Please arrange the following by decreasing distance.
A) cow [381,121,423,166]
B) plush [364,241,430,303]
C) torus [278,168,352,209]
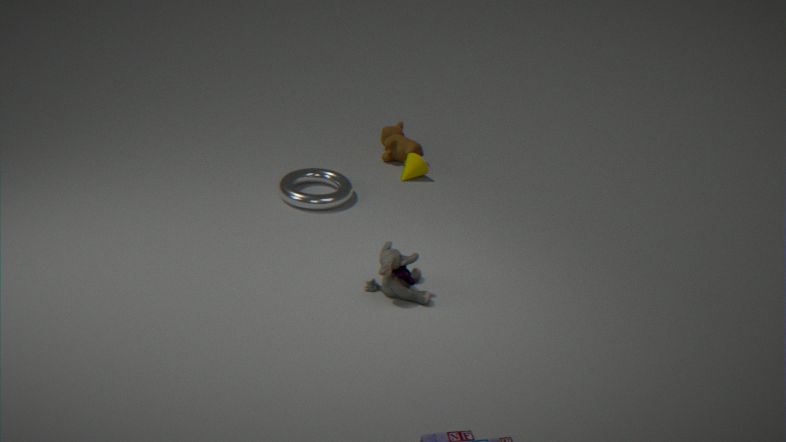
cow [381,121,423,166], torus [278,168,352,209], plush [364,241,430,303]
